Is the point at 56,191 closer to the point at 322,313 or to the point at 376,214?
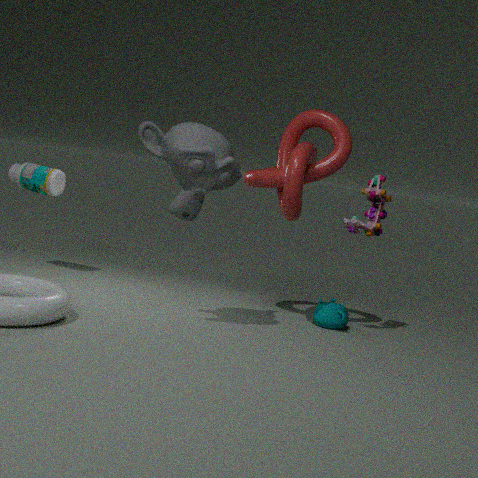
the point at 322,313
